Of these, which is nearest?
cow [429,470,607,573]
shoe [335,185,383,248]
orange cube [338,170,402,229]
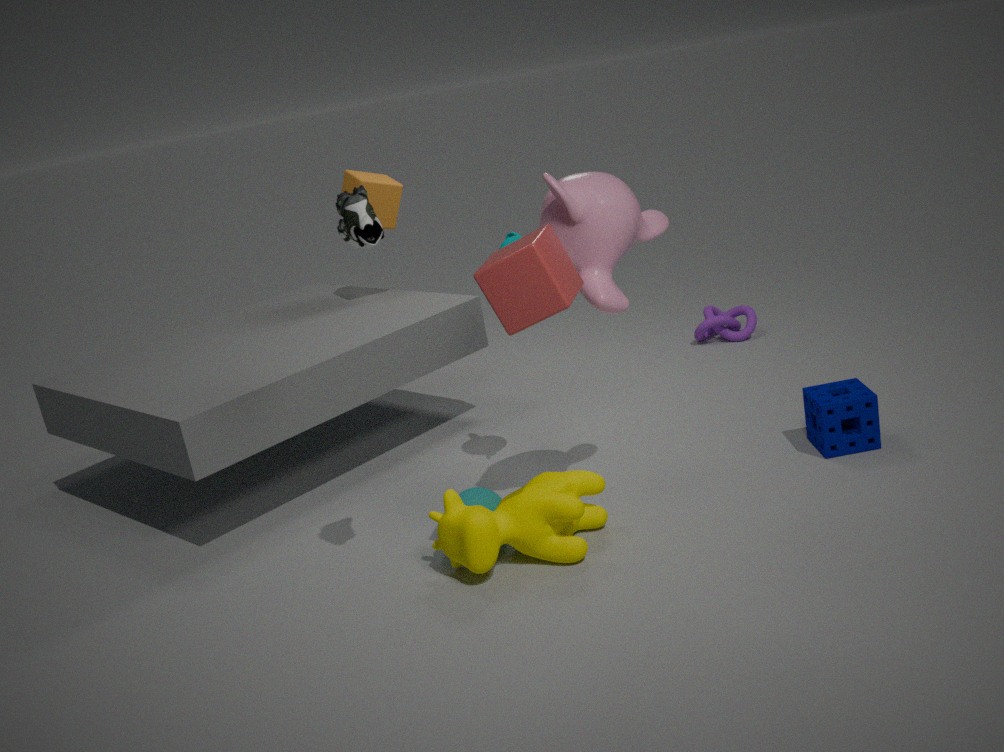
shoe [335,185,383,248]
